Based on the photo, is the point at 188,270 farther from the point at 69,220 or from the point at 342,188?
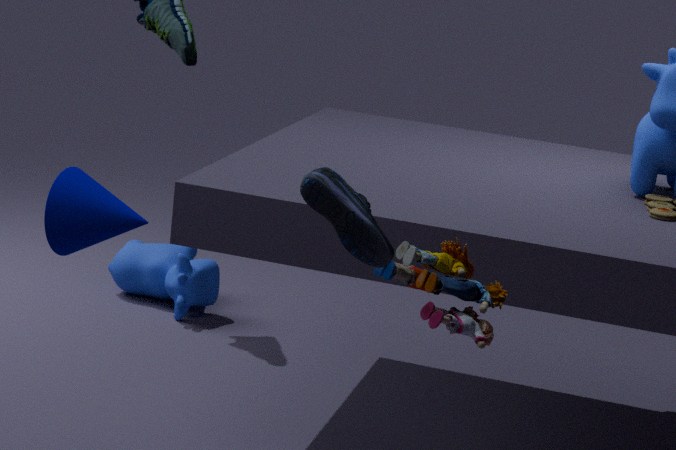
the point at 342,188
